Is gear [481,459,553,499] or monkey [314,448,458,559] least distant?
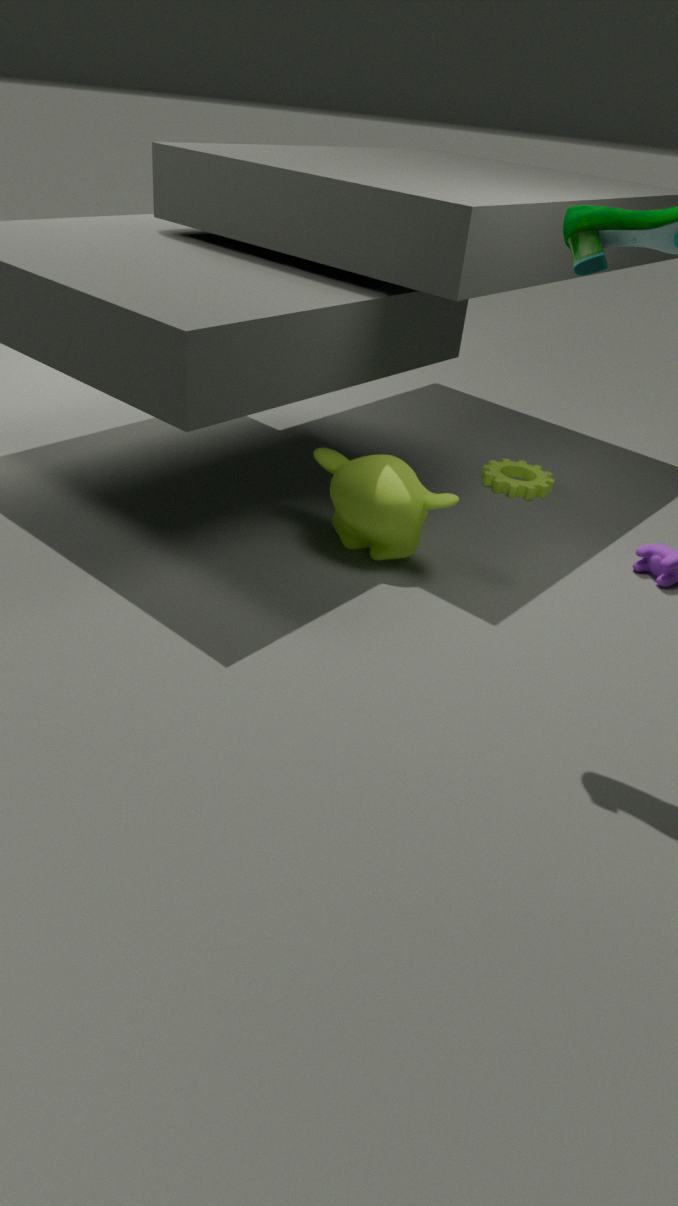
monkey [314,448,458,559]
